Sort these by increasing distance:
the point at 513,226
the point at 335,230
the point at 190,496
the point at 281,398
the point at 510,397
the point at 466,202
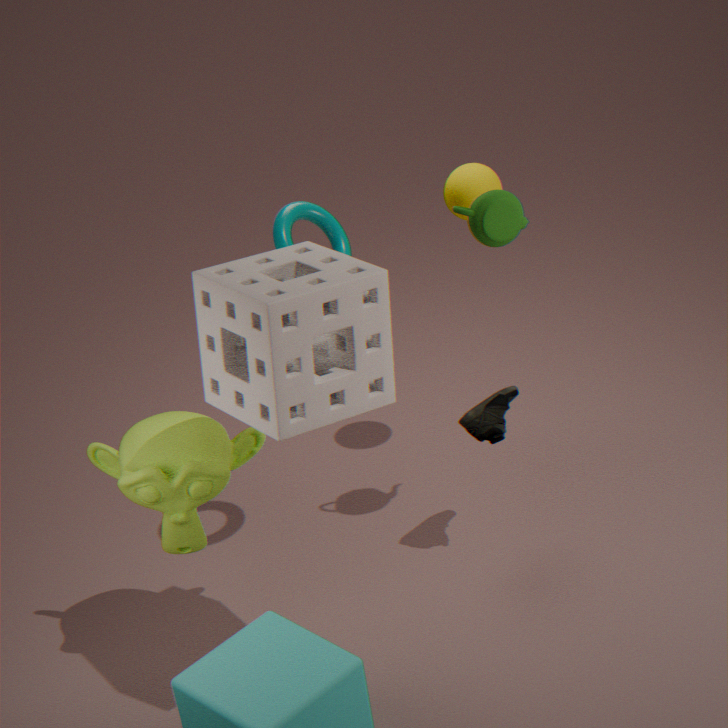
the point at 281,398, the point at 190,496, the point at 513,226, the point at 335,230, the point at 510,397, the point at 466,202
